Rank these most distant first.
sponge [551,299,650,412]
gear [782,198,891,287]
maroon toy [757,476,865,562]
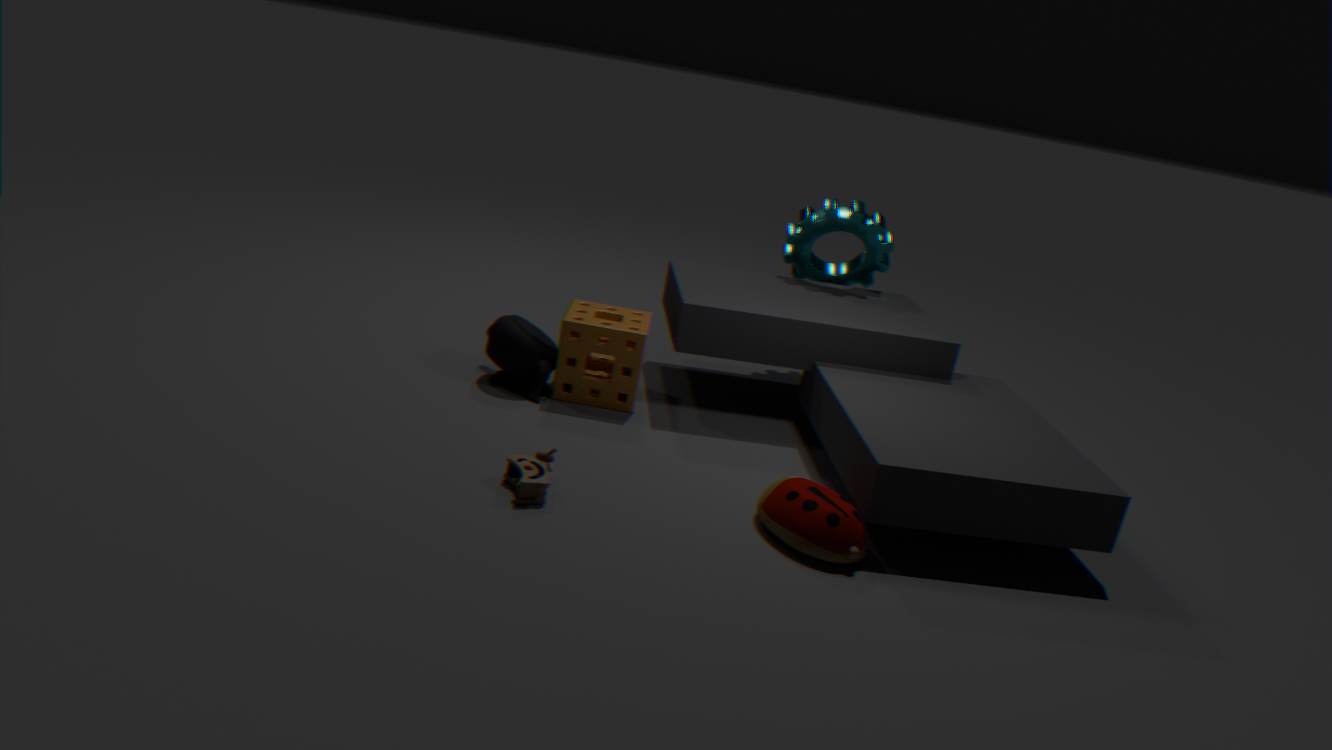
gear [782,198,891,287]
sponge [551,299,650,412]
maroon toy [757,476,865,562]
